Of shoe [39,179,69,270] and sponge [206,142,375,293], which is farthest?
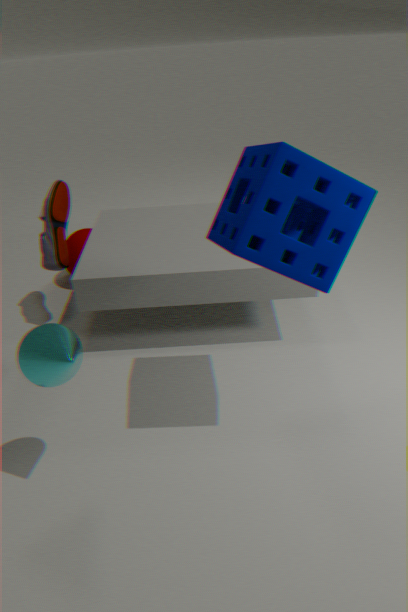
shoe [39,179,69,270]
